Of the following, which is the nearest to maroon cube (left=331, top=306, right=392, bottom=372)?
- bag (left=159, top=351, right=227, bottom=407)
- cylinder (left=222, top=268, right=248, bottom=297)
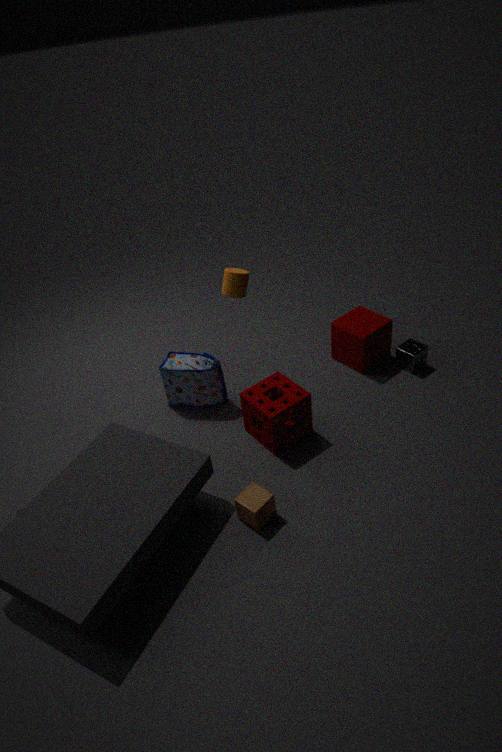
cylinder (left=222, top=268, right=248, bottom=297)
